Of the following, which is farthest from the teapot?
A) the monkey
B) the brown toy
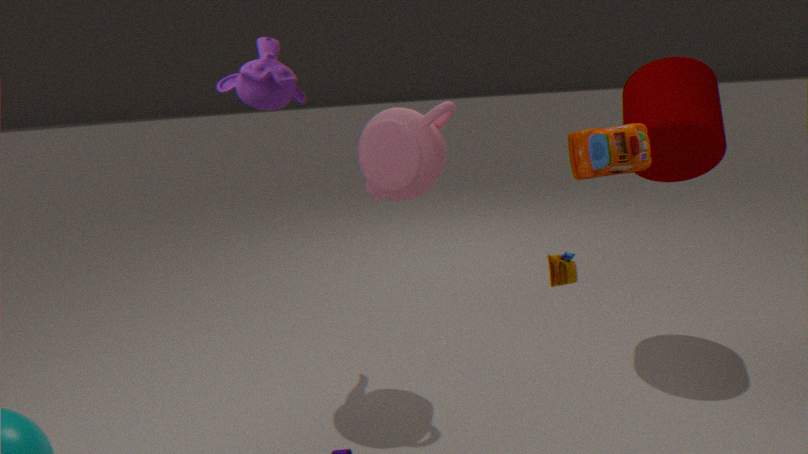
the brown toy
